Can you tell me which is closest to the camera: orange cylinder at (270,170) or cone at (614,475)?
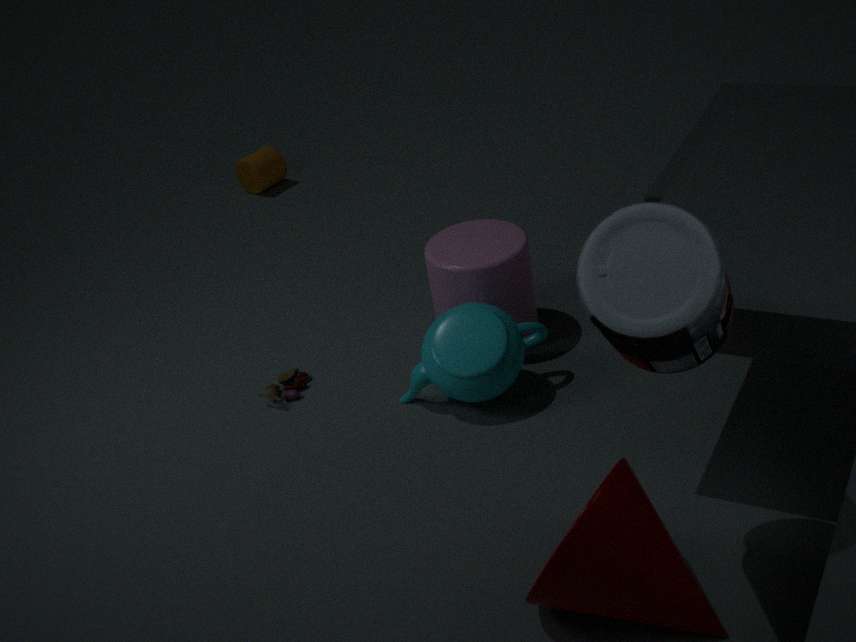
cone at (614,475)
